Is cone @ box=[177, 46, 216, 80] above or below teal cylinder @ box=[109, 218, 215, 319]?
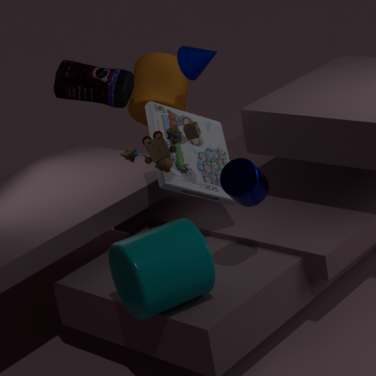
above
